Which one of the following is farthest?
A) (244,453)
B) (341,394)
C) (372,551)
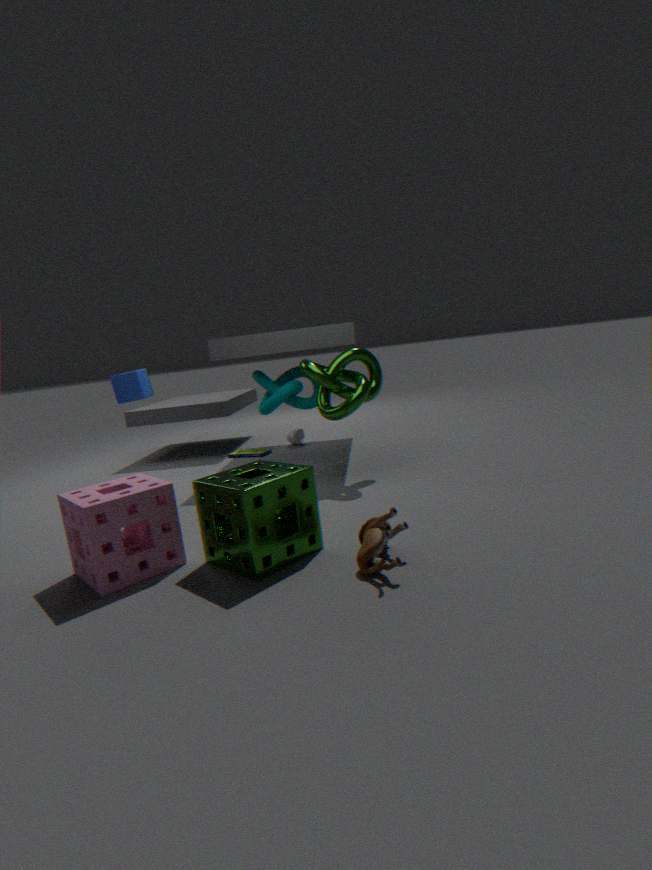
(244,453)
